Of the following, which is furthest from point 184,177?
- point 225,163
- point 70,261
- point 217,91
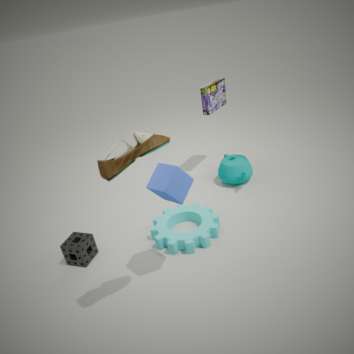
point 217,91
